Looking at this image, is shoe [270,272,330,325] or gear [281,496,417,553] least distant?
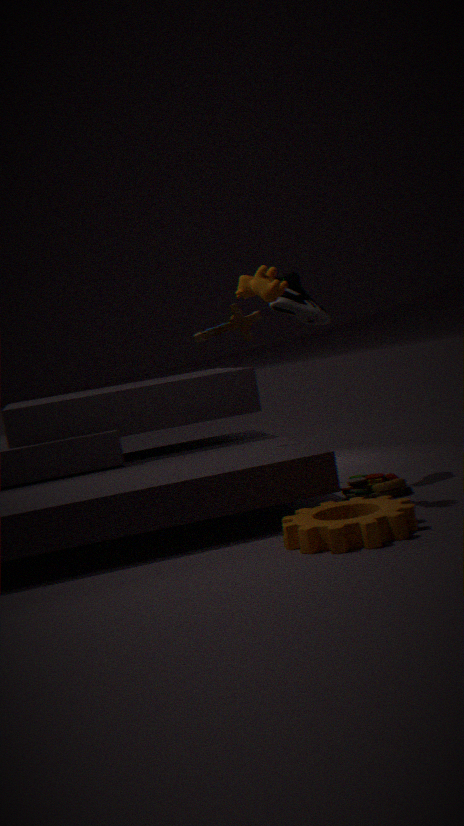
gear [281,496,417,553]
